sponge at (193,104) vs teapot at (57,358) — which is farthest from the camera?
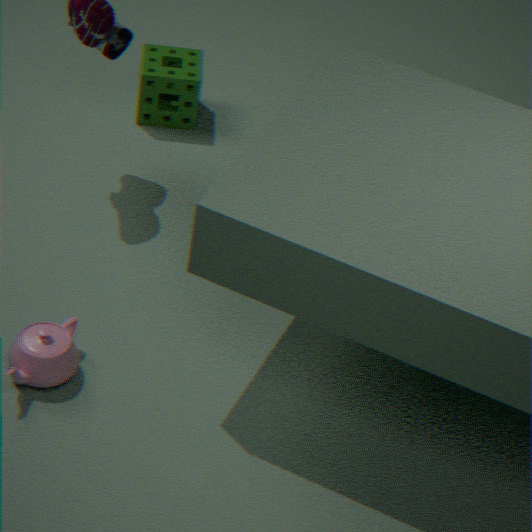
sponge at (193,104)
